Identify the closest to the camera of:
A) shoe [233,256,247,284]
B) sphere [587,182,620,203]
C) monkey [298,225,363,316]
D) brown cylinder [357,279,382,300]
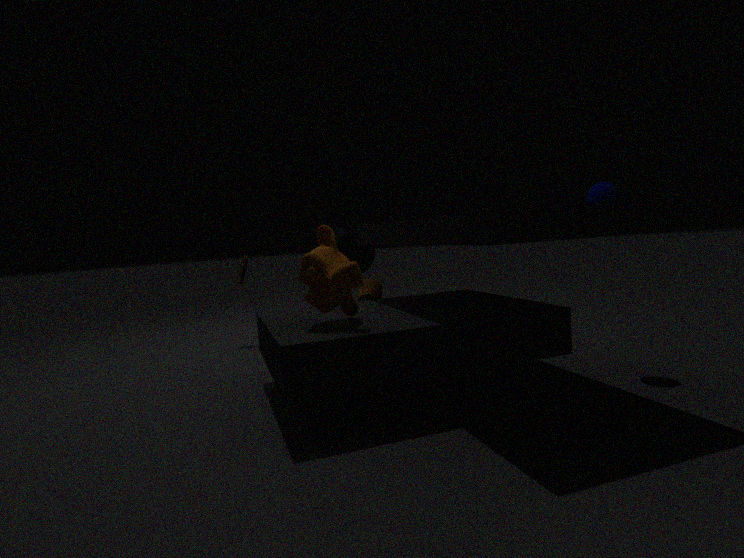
monkey [298,225,363,316]
